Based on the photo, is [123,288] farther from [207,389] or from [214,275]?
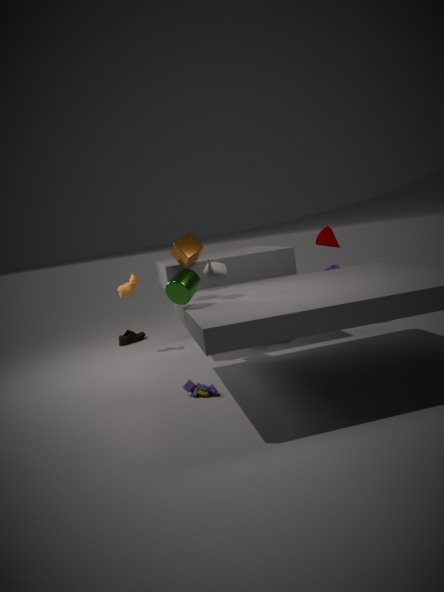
Result: [207,389]
